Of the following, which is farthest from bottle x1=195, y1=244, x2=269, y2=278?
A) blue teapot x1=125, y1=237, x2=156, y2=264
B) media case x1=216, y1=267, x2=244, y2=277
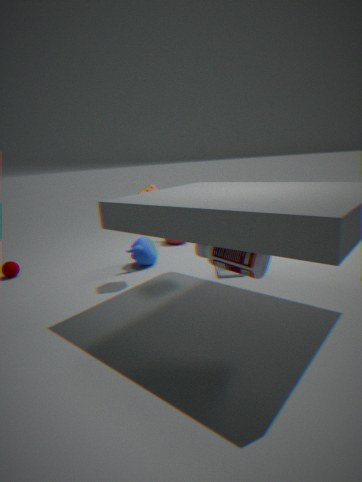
blue teapot x1=125, y1=237, x2=156, y2=264
